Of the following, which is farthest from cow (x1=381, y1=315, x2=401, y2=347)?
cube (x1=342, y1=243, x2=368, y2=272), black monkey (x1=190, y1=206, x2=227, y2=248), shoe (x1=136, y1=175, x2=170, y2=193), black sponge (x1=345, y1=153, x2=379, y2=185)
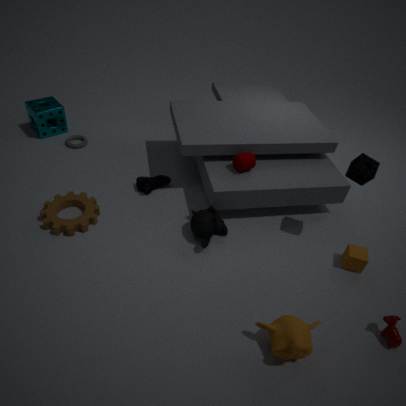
shoe (x1=136, y1=175, x2=170, y2=193)
